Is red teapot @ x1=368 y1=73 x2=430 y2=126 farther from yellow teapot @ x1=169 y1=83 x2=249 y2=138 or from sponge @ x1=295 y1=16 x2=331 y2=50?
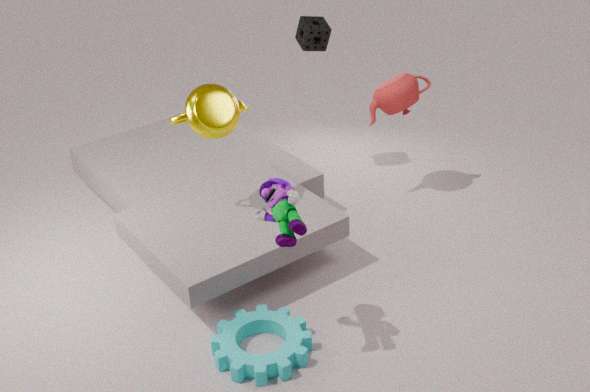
yellow teapot @ x1=169 y1=83 x2=249 y2=138
